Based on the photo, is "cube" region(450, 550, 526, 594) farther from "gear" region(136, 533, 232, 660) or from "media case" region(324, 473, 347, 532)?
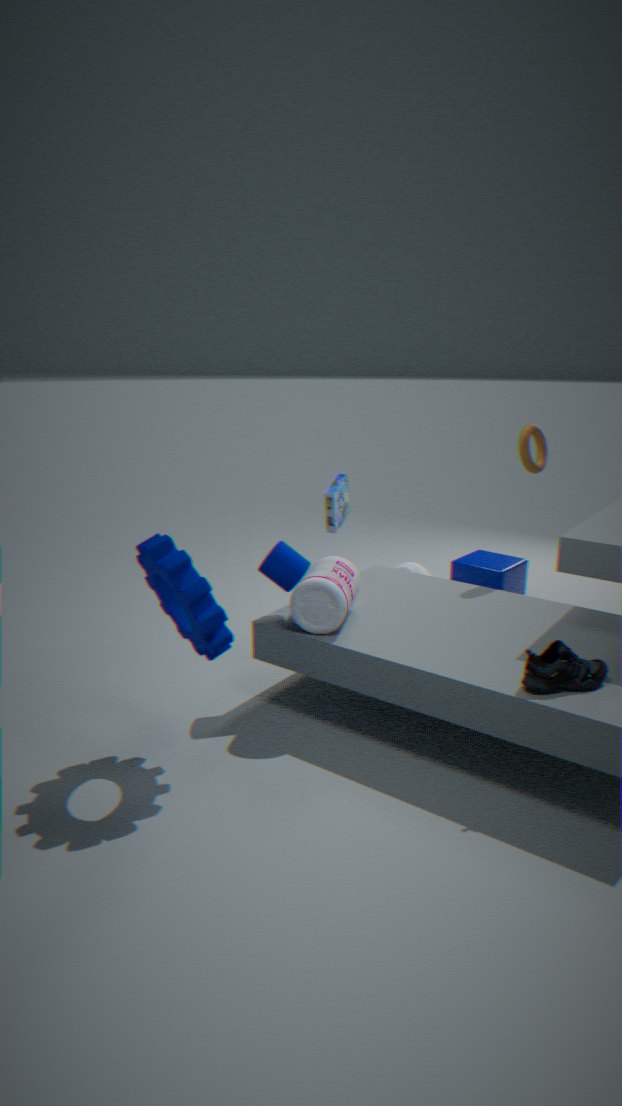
"gear" region(136, 533, 232, 660)
